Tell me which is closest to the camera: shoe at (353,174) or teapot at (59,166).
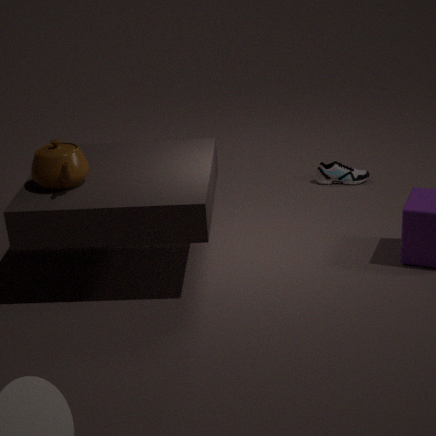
teapot at (59,166)
